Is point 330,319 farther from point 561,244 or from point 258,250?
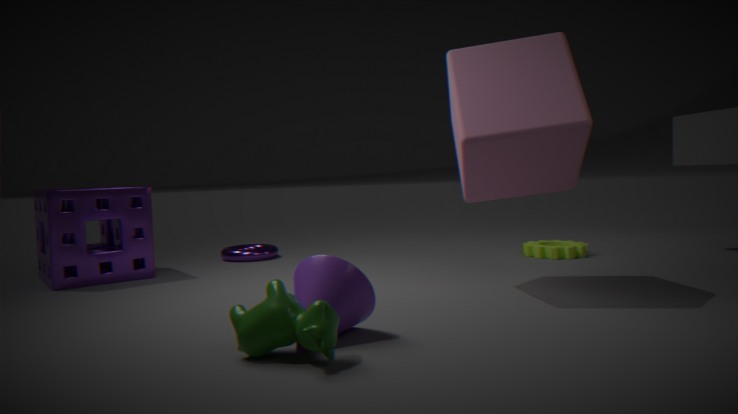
point 561,244
